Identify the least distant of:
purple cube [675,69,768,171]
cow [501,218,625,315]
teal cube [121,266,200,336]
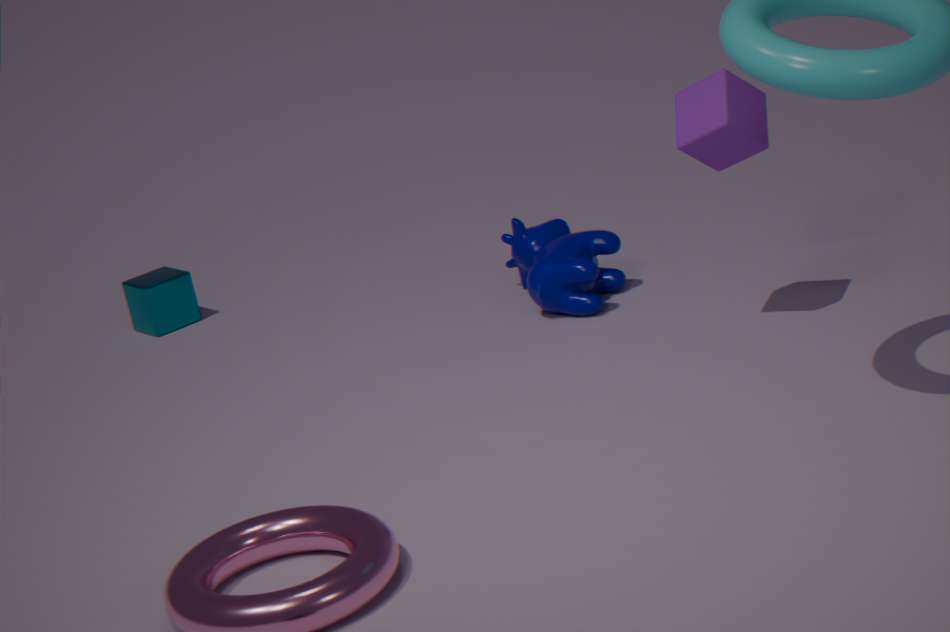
purple cube [675,69,768,171]
